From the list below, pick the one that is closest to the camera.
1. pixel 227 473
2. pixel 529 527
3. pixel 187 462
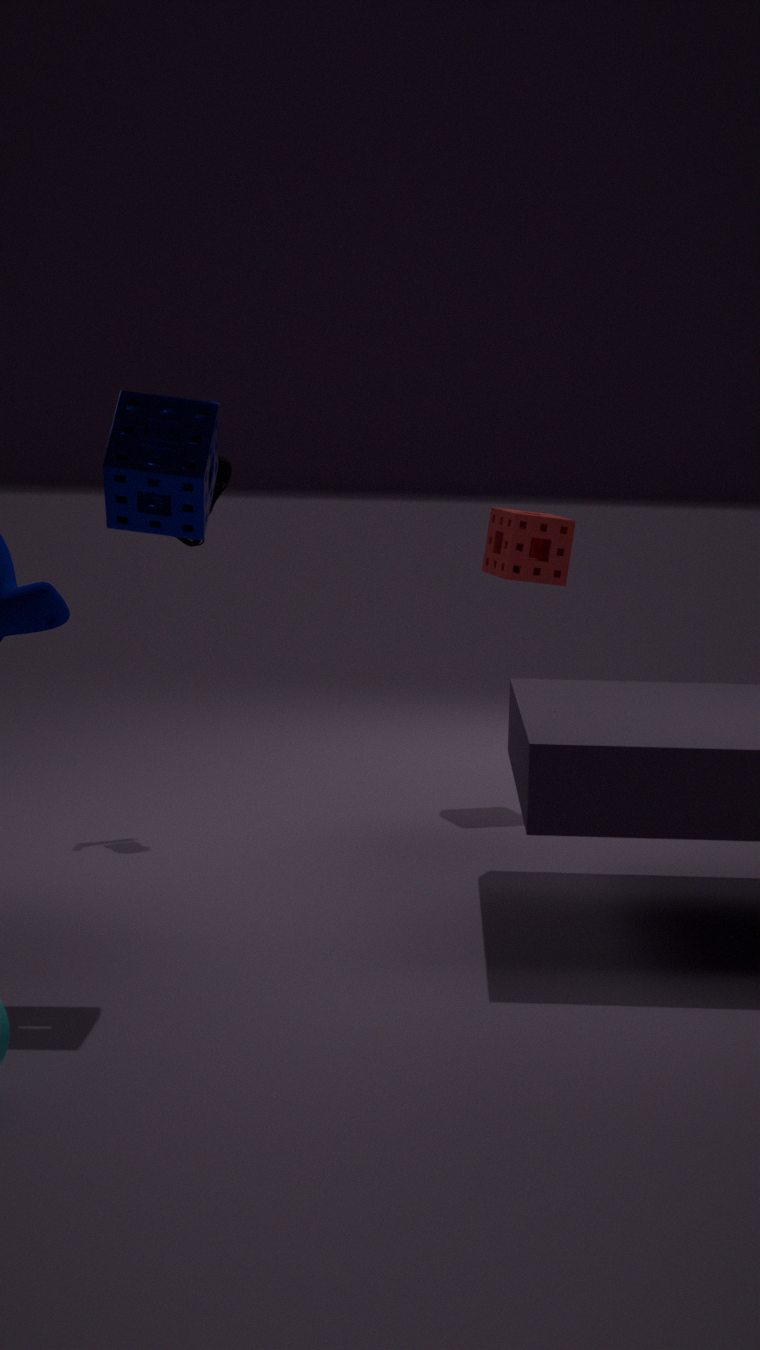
pixel 187 462
